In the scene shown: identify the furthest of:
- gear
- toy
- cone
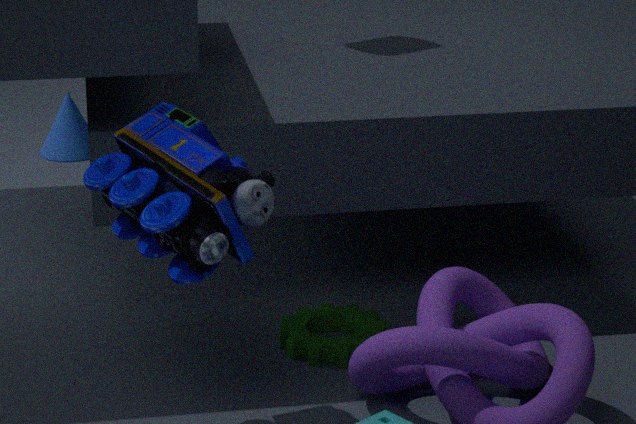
cone
